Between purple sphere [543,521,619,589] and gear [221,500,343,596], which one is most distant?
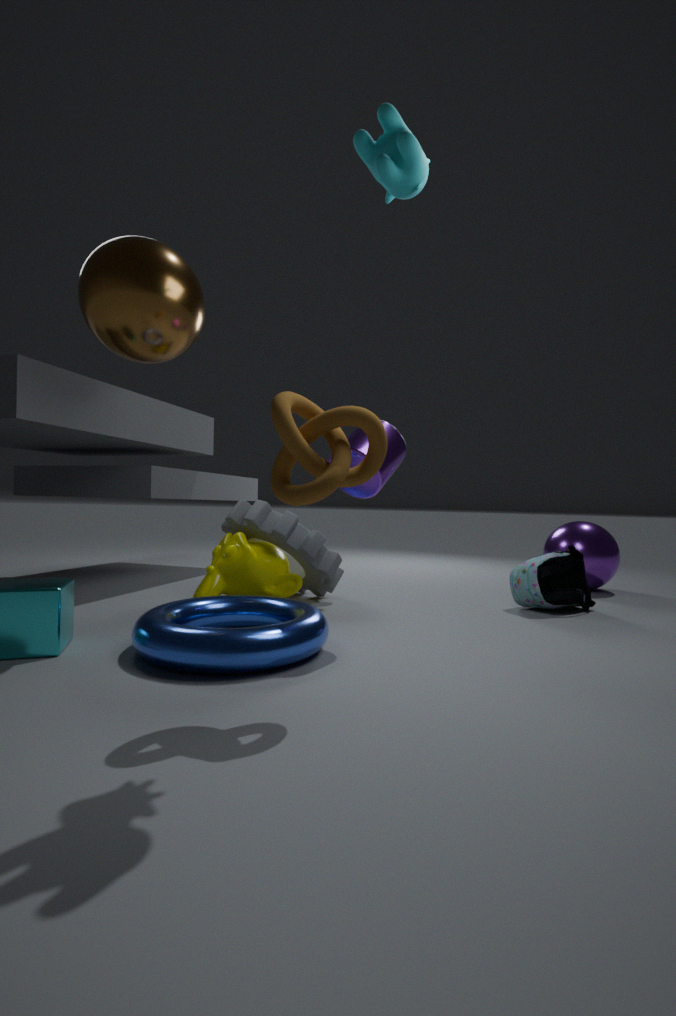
purple sphere [543,521,619,589]
